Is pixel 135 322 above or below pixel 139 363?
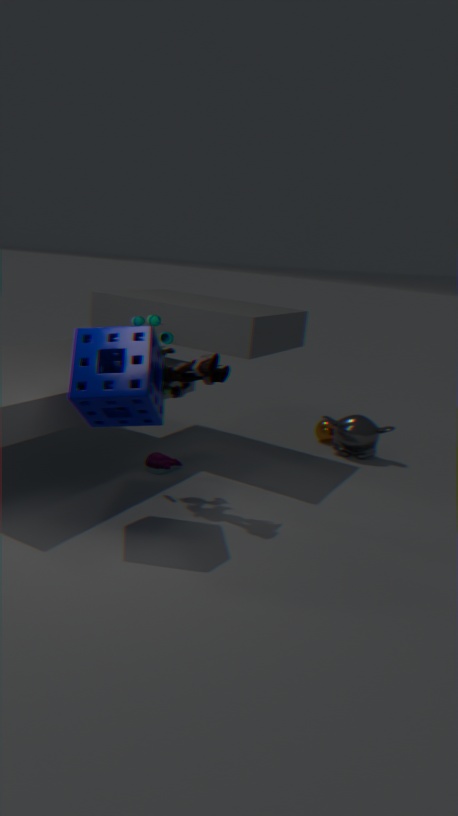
above
